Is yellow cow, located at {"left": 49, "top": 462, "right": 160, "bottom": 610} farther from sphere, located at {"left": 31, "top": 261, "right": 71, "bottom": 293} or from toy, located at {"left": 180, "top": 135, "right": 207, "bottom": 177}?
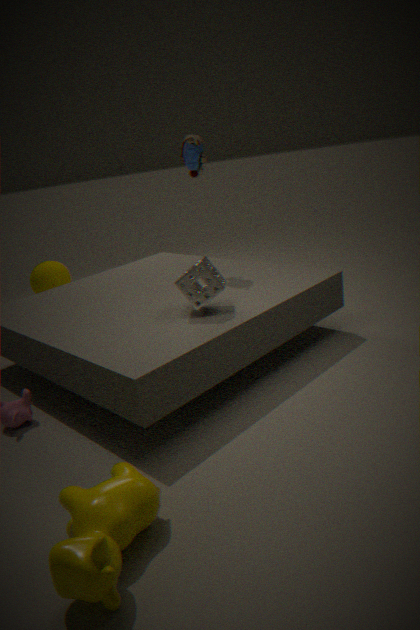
sphere, located at {"left": 31, "top": 261, "right": 71, "bottom": 293}
